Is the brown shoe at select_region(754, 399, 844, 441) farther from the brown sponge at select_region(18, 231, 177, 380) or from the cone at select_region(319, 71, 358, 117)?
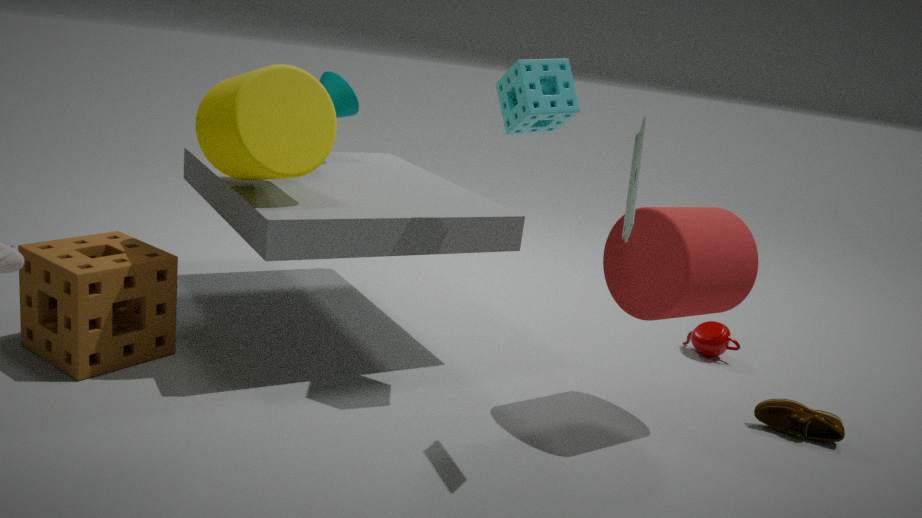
the brown sponge at select_region(18, 231, 177, 380)
